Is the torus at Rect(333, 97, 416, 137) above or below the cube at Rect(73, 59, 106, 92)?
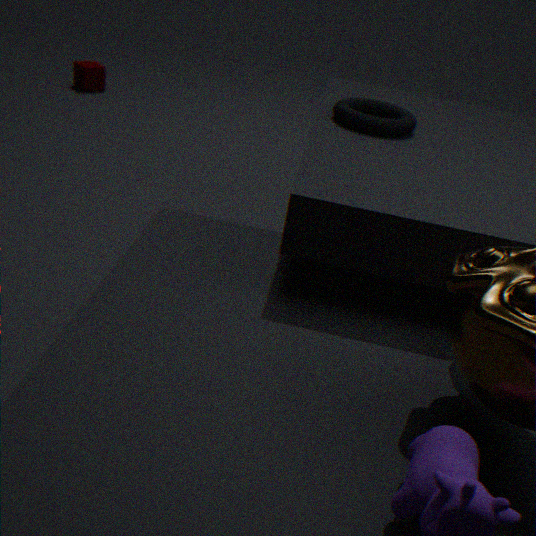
above
